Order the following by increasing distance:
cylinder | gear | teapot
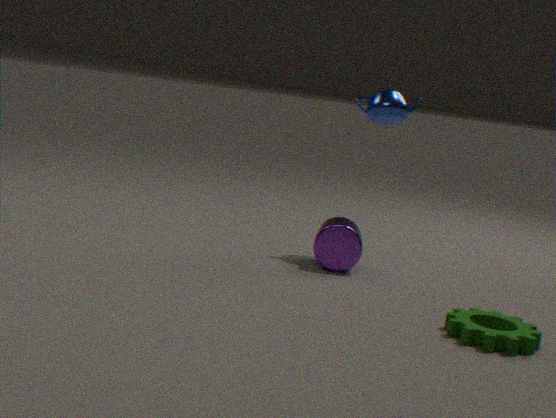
1. gear
2. cylinder
3. teapot
